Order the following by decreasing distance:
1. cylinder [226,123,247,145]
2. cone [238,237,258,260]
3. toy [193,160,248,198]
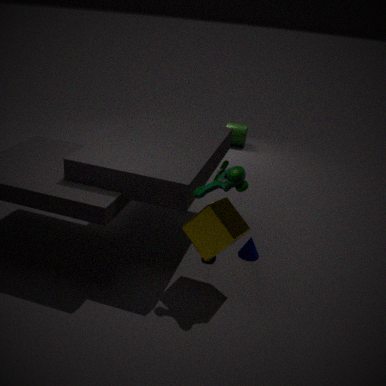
cylinder [226,123,247,145] → cone [238,237,258,260] → toy [193,160,248,198]
